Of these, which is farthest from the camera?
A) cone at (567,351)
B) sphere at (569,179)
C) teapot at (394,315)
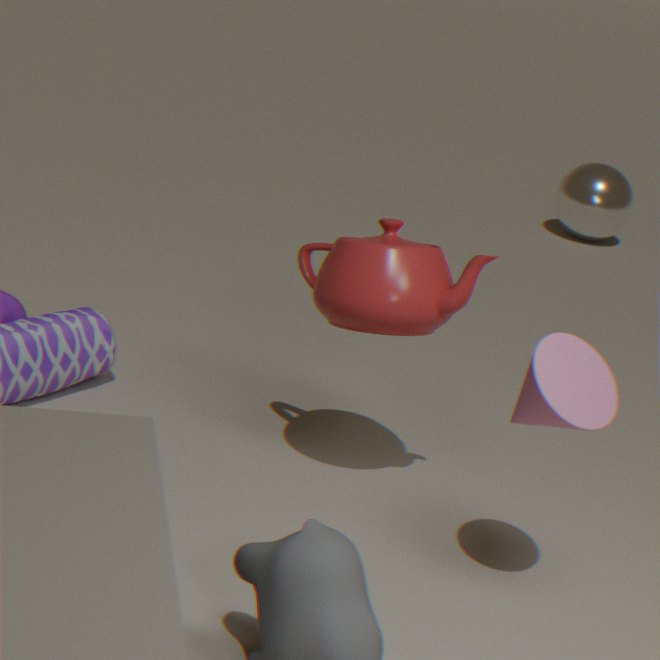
sphere at (569,179)
